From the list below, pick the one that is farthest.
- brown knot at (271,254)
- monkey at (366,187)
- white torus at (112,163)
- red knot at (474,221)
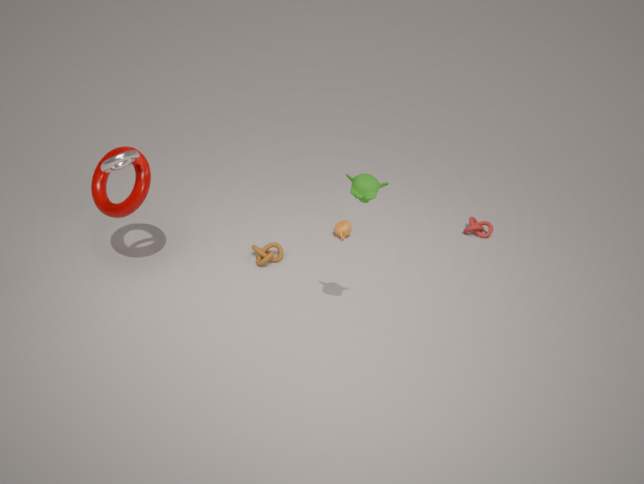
red knot at (474,221)
